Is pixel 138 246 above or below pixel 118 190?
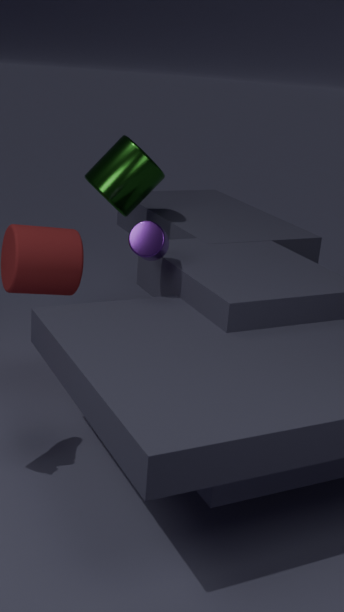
below
